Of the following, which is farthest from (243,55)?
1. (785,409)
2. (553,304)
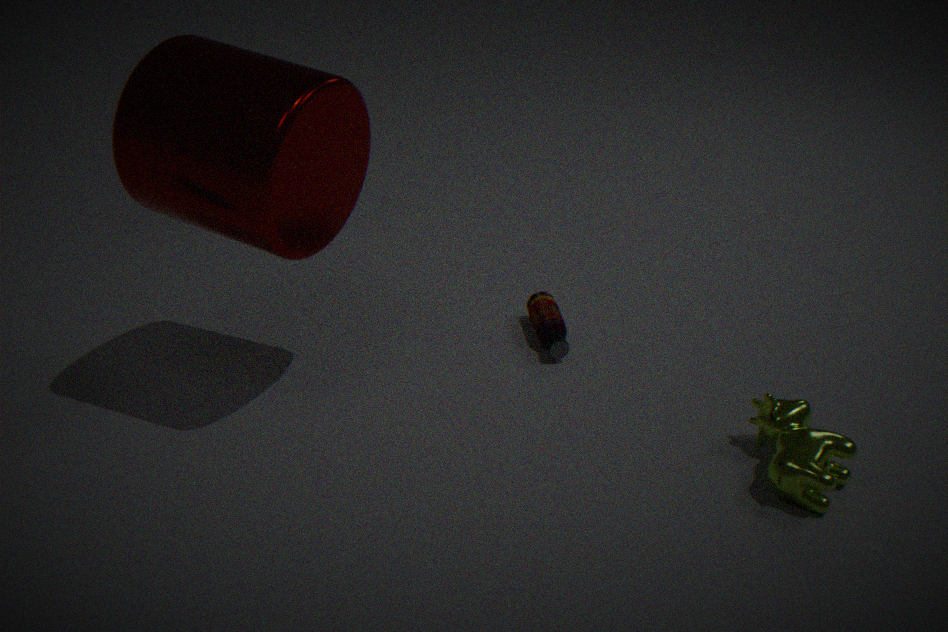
(785,409)
